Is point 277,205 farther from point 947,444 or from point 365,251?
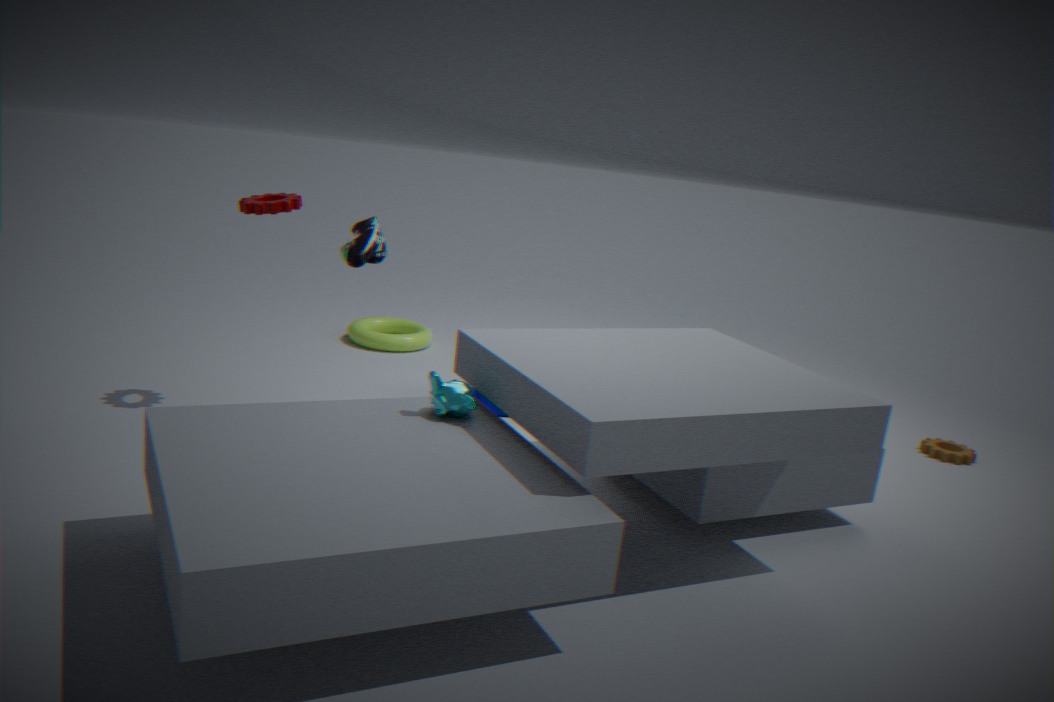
point 947,444
